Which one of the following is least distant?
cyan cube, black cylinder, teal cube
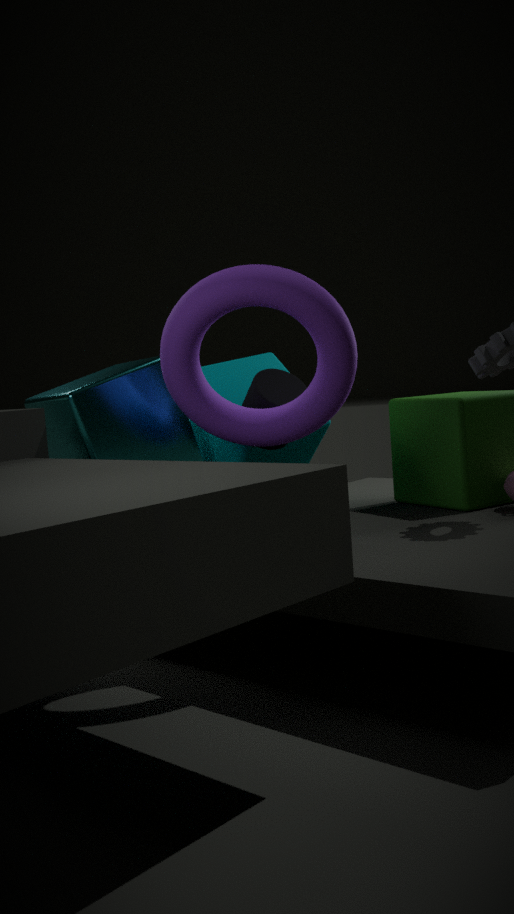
cyan cube
